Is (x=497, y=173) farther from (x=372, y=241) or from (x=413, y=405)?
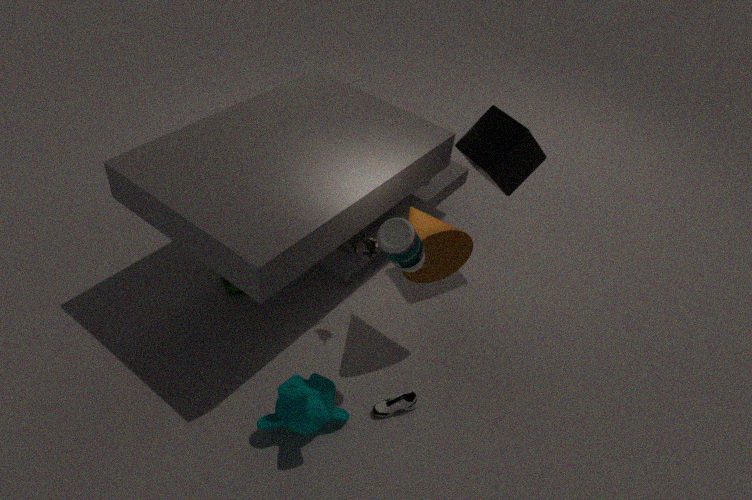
(x=413, y=405)
